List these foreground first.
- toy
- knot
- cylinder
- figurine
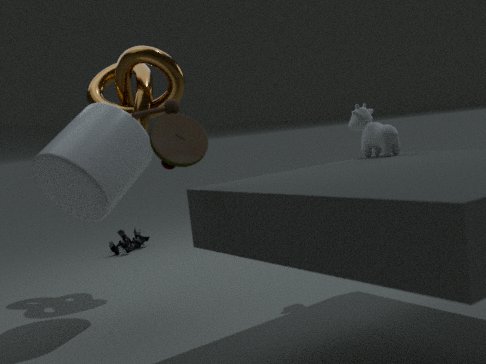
1. toy
2. cylinder
3. knot
4. figurine
